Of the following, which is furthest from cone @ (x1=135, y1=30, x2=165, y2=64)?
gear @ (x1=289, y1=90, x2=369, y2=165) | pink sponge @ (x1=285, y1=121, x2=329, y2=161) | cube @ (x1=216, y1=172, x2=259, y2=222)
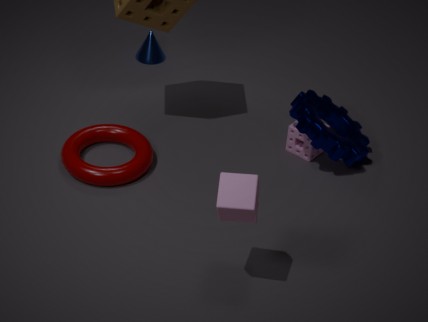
cube @ (x1=216, y1=172, x2=259, y2=222)
